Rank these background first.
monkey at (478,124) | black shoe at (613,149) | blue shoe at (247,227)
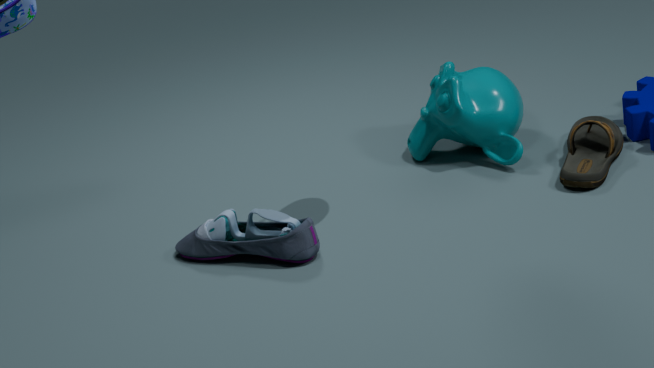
monkey at (478,124) → black shoe at (613,149) → blue shoe at (247,227)
